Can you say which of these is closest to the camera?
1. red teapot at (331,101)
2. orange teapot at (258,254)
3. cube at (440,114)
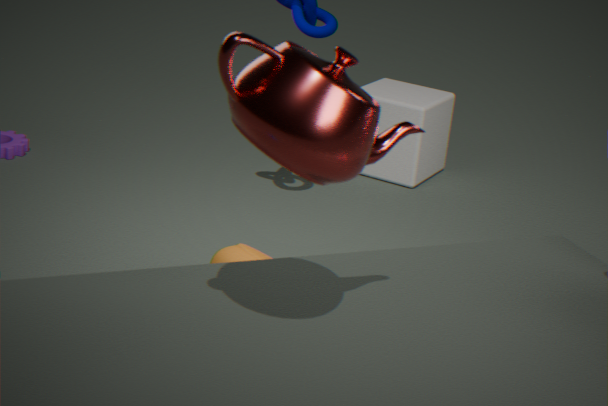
red teapot at (331,101)
